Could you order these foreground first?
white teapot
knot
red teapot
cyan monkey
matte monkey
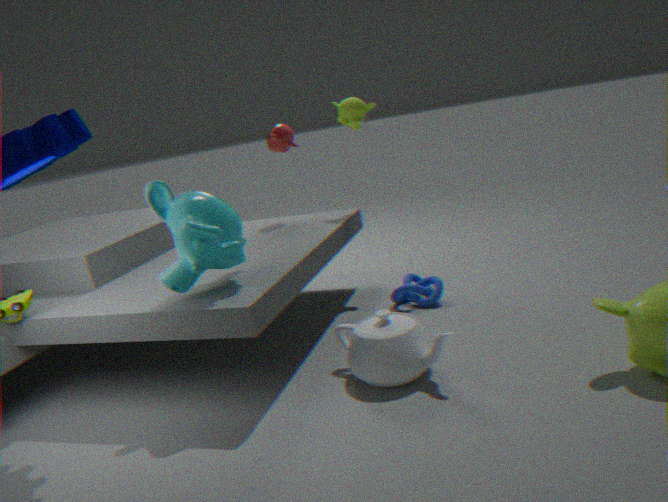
1. cyan monkey
2. white teapot
3. knot
4. matte monkey
5. red teapot
